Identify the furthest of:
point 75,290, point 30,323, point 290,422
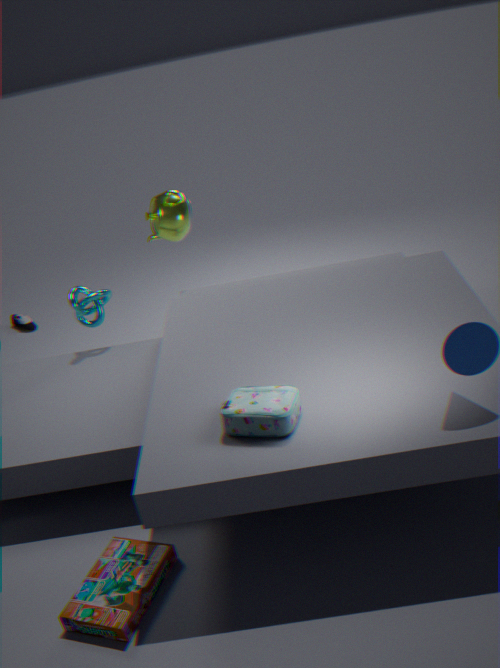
point 30,323
